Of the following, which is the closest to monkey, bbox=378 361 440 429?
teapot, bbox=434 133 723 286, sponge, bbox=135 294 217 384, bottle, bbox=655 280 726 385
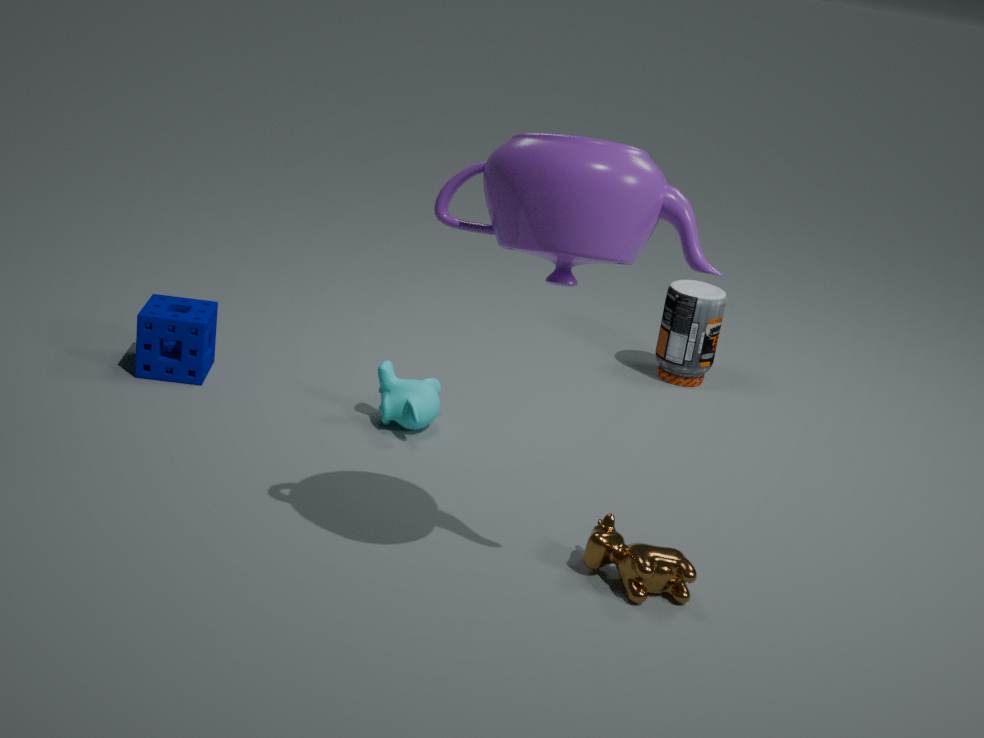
sponge, bbox=135 294 217 384
